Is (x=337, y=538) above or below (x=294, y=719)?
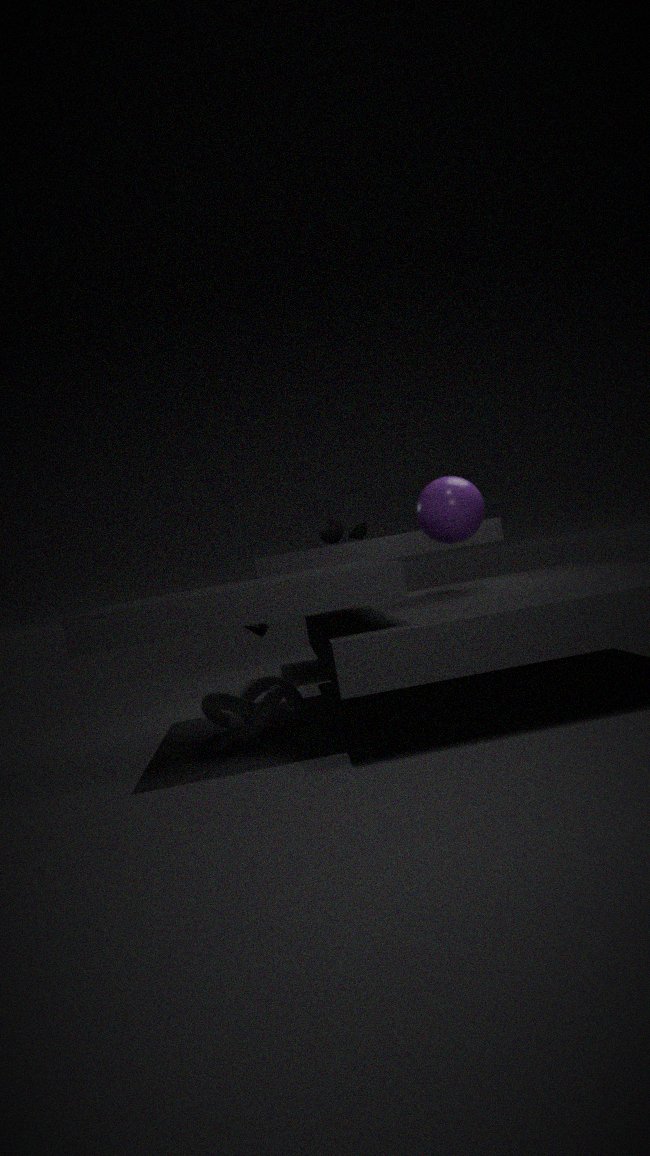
above
